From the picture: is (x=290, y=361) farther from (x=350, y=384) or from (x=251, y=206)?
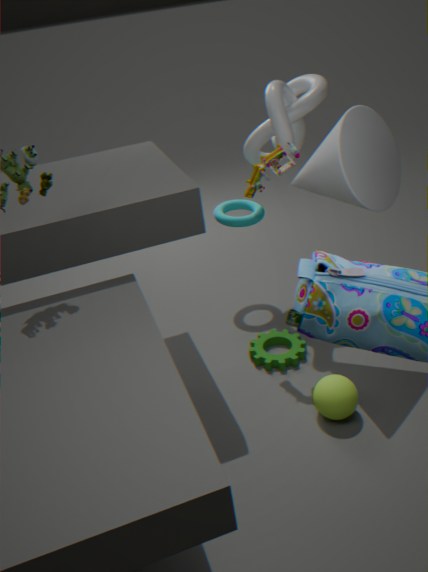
(x=251, y=206)
